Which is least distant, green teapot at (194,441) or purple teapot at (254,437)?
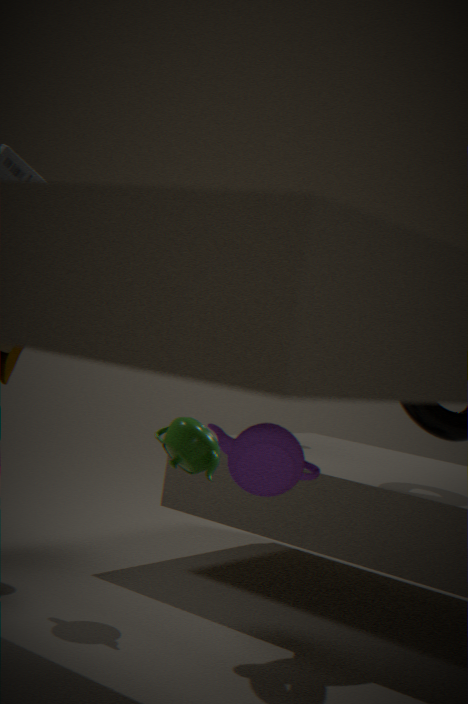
purple teapot at (254,437)
